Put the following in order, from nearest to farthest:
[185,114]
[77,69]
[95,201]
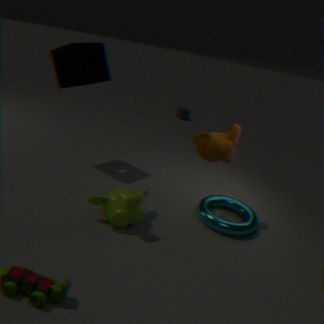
[95,201]
[77,69]
[185,114]
